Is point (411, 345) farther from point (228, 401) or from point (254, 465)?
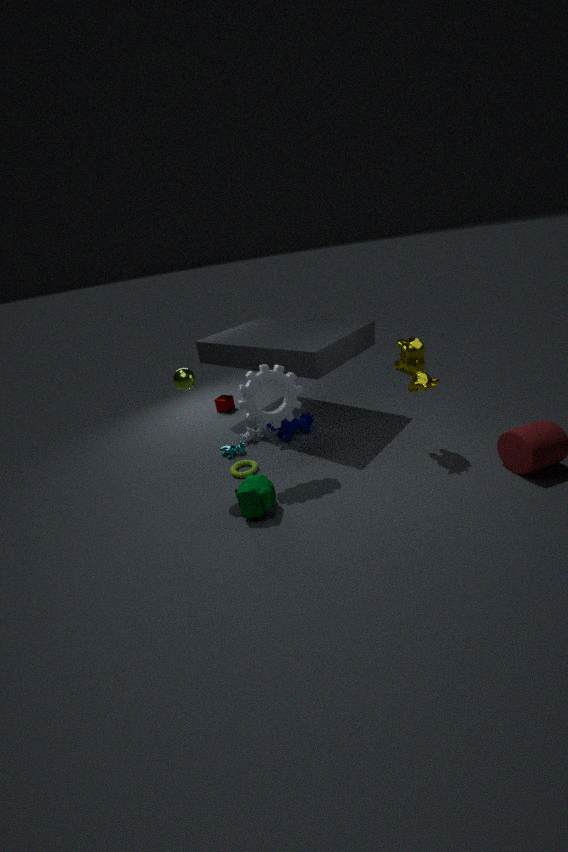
point (228, 401)
